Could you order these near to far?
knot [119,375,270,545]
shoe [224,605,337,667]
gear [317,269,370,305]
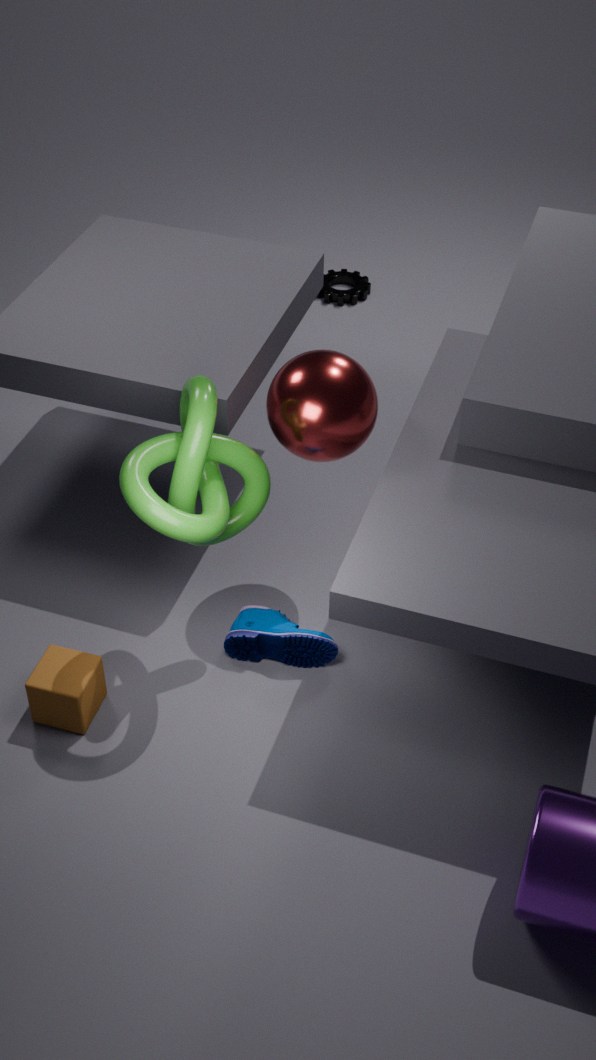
knot [119,375,270,545] → shoe [224,605,337,667] → gear [317,269,370,305]
